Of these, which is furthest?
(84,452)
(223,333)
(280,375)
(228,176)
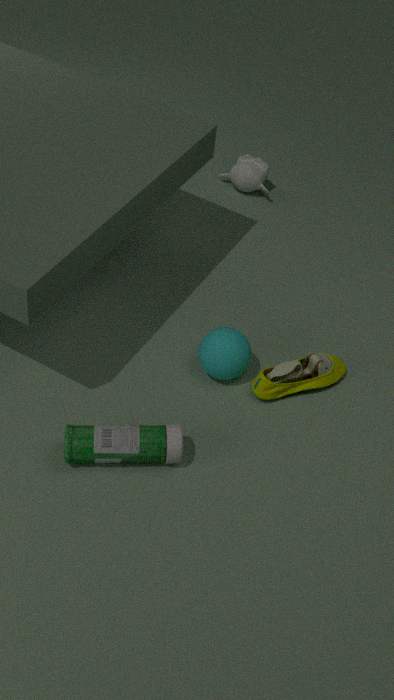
(228,176)
